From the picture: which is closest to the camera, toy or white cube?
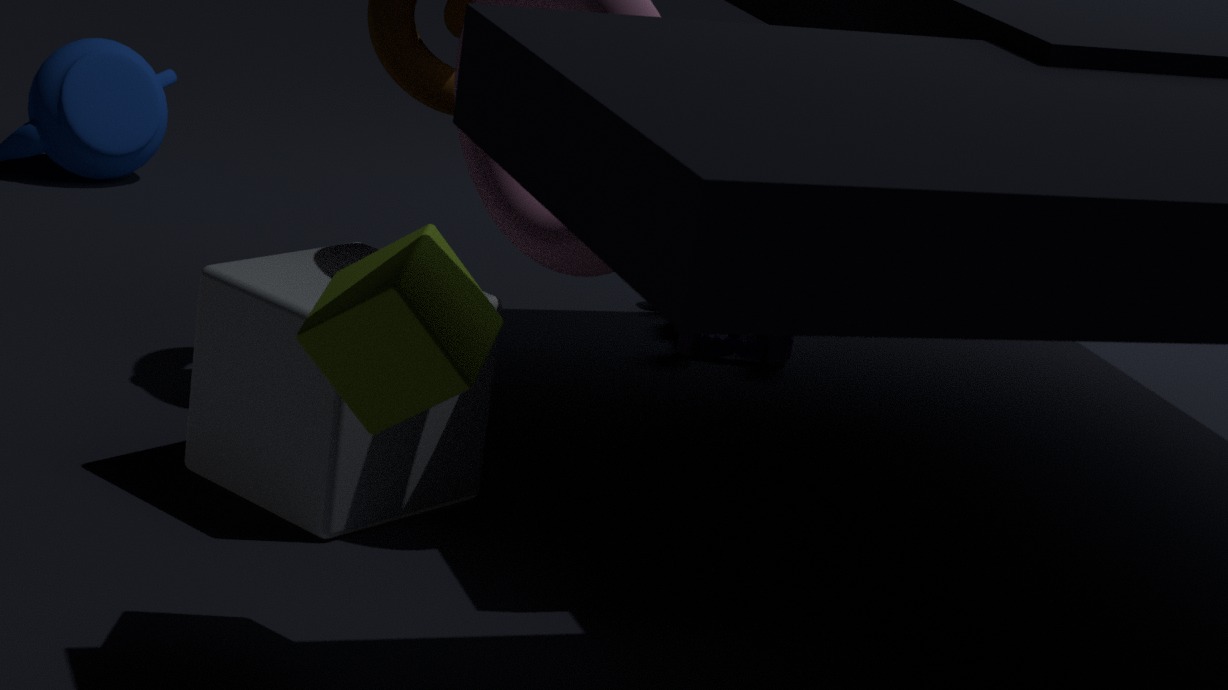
white cube
